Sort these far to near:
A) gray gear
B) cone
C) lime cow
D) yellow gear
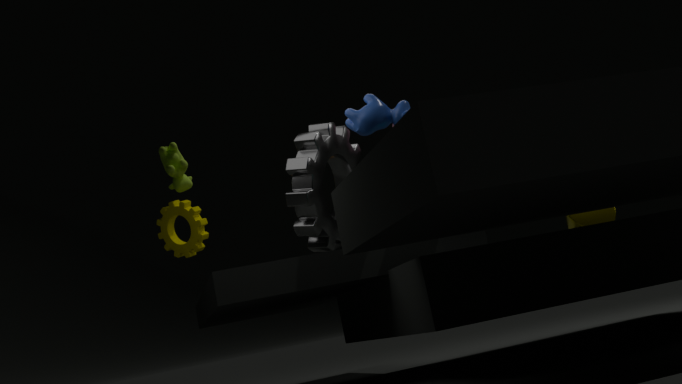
lime cow, yellow gear, gray gear, cone
